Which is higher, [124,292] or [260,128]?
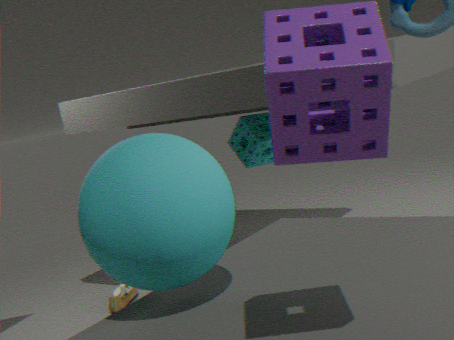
[260,128]
